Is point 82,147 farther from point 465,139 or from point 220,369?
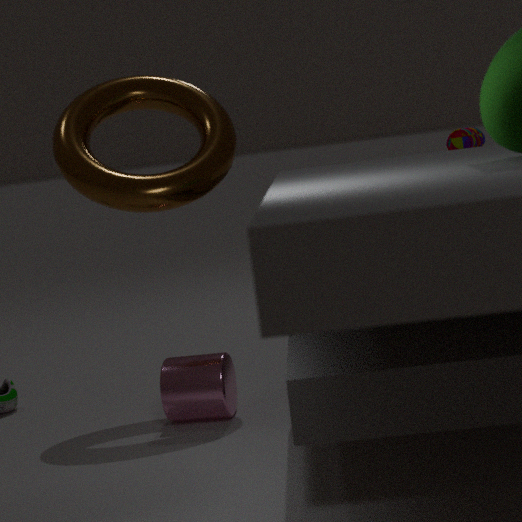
point 465,139
